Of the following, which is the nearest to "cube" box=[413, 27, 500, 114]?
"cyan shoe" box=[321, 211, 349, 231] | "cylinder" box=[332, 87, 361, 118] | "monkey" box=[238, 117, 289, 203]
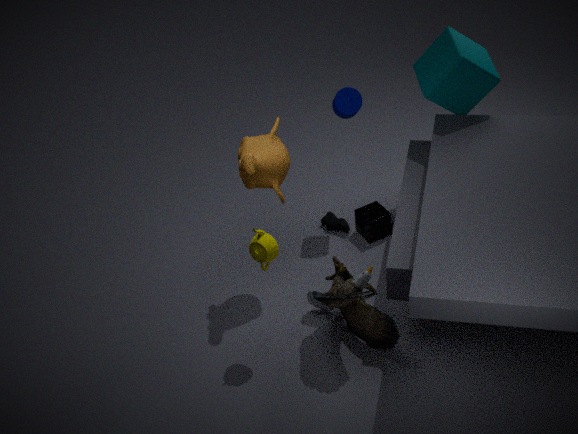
"cylinder" box=[332, 87, 361, 118]
